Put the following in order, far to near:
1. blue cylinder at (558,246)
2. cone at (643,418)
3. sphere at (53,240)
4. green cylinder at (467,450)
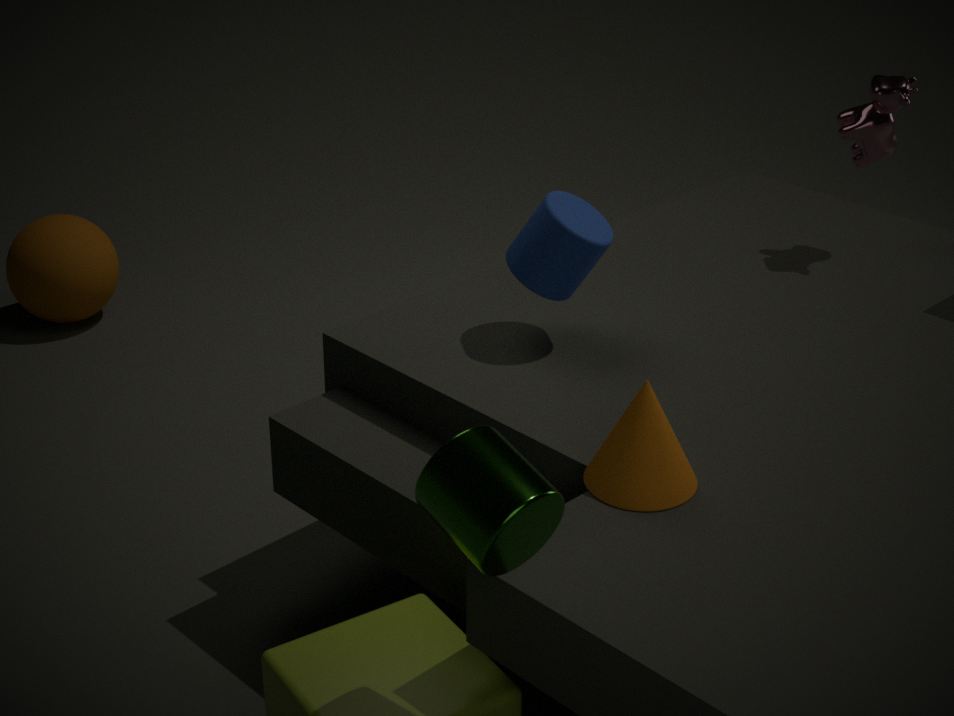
sphere at (53,240) → blue cylinder at (558,246) → cone at (643,418) → green cylinder at (467,450)
